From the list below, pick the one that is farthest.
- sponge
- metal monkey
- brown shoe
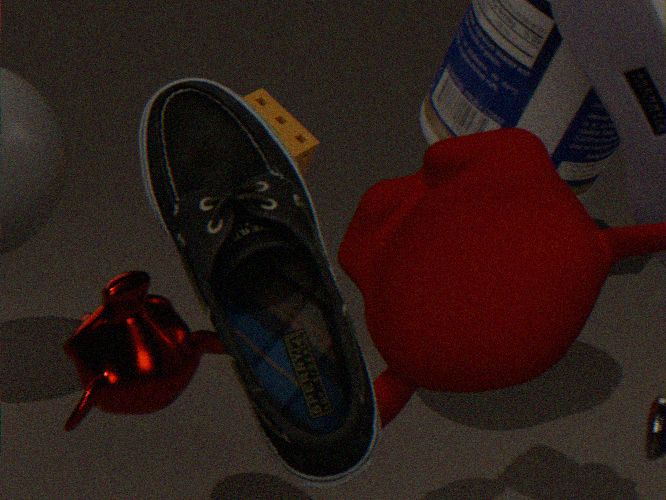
sponge
